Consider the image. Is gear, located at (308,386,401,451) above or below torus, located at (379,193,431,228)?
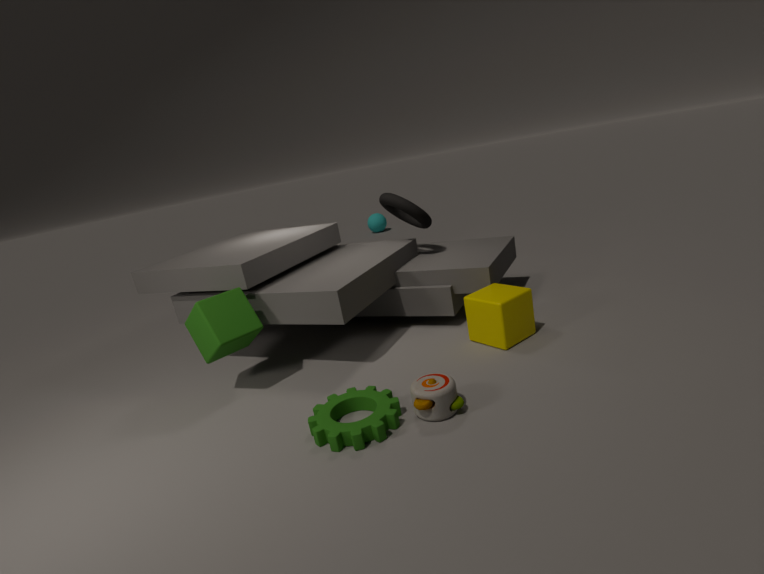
below
